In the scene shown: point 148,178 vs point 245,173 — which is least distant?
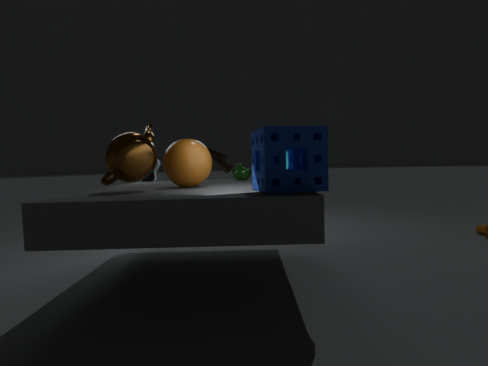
point 245,173
